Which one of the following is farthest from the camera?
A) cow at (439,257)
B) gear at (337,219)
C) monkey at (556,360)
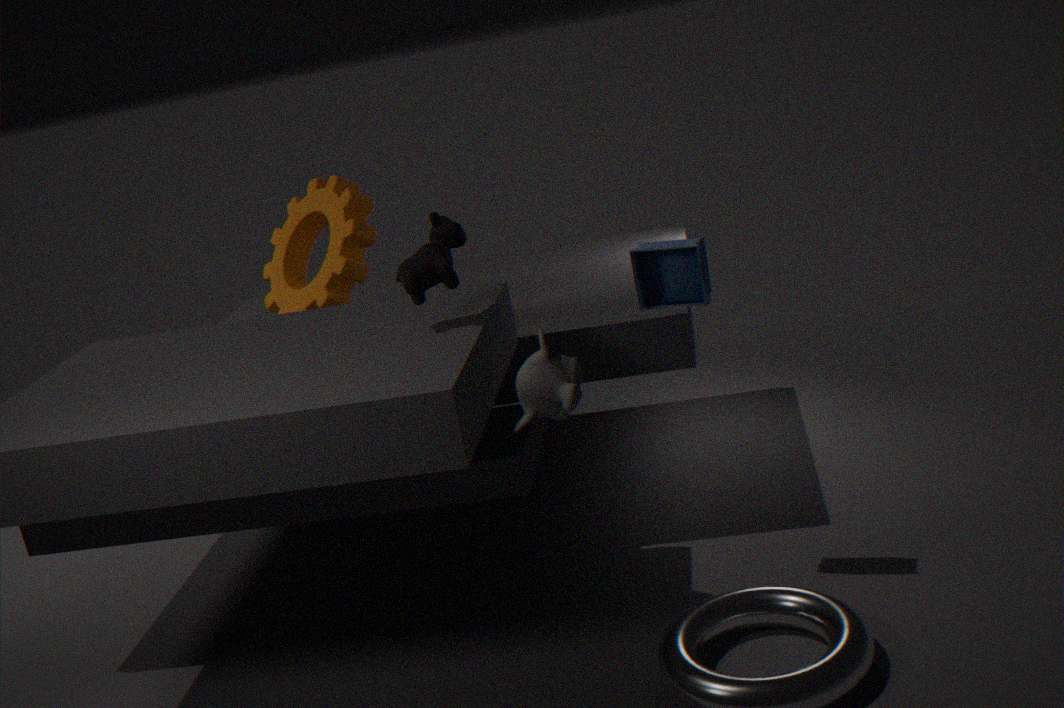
gear at (337,219)
